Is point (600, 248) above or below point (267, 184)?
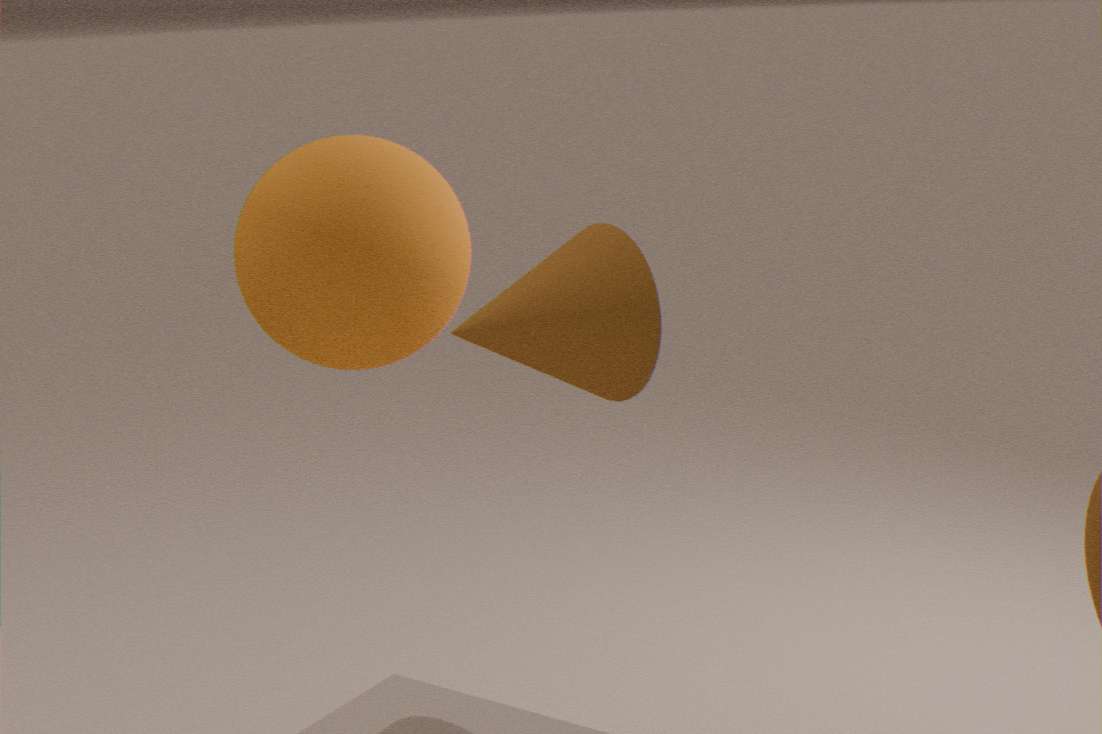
above
